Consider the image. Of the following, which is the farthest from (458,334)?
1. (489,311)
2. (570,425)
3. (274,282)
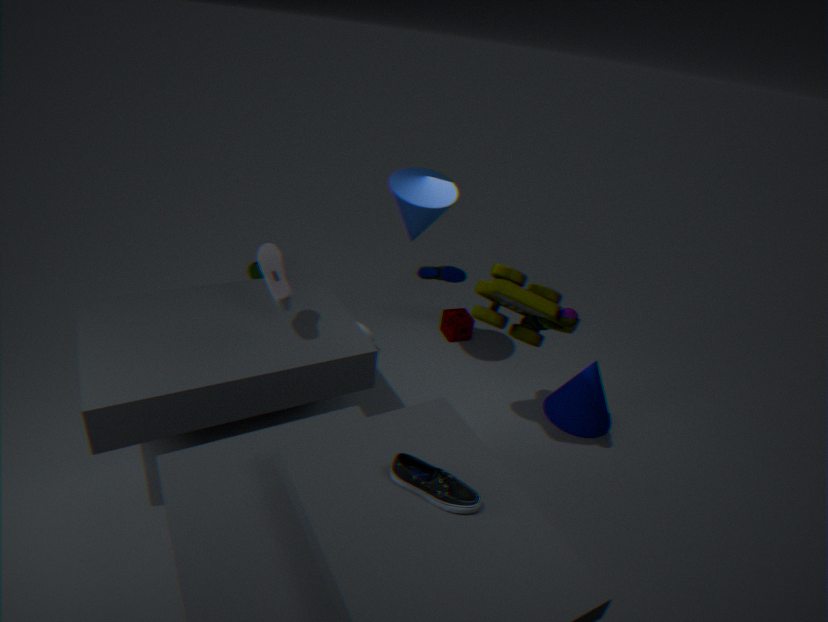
(274,282)
